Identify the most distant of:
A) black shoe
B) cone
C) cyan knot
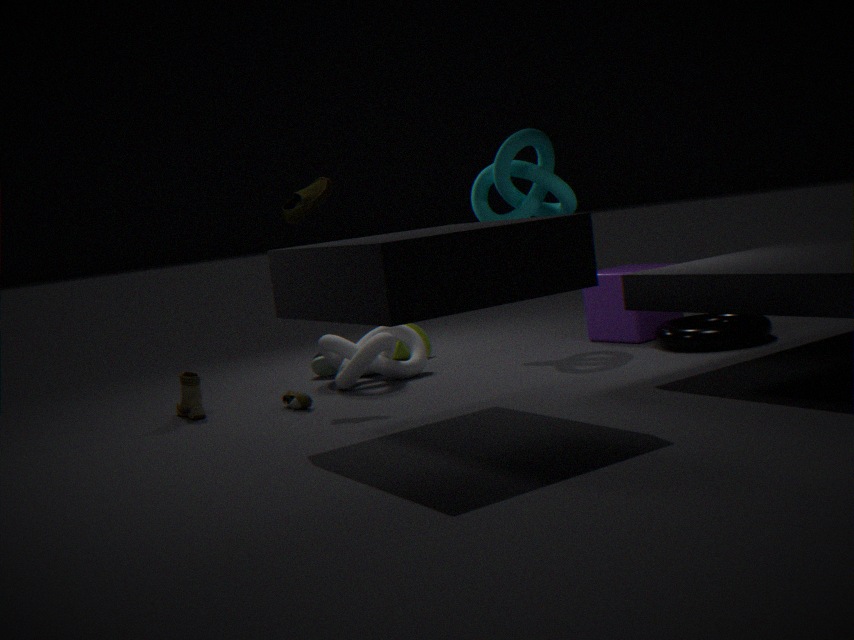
cone
